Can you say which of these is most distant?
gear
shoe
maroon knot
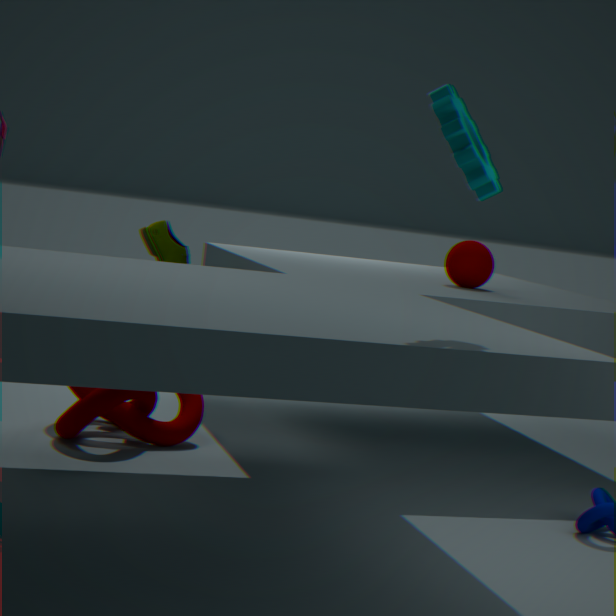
shoe
